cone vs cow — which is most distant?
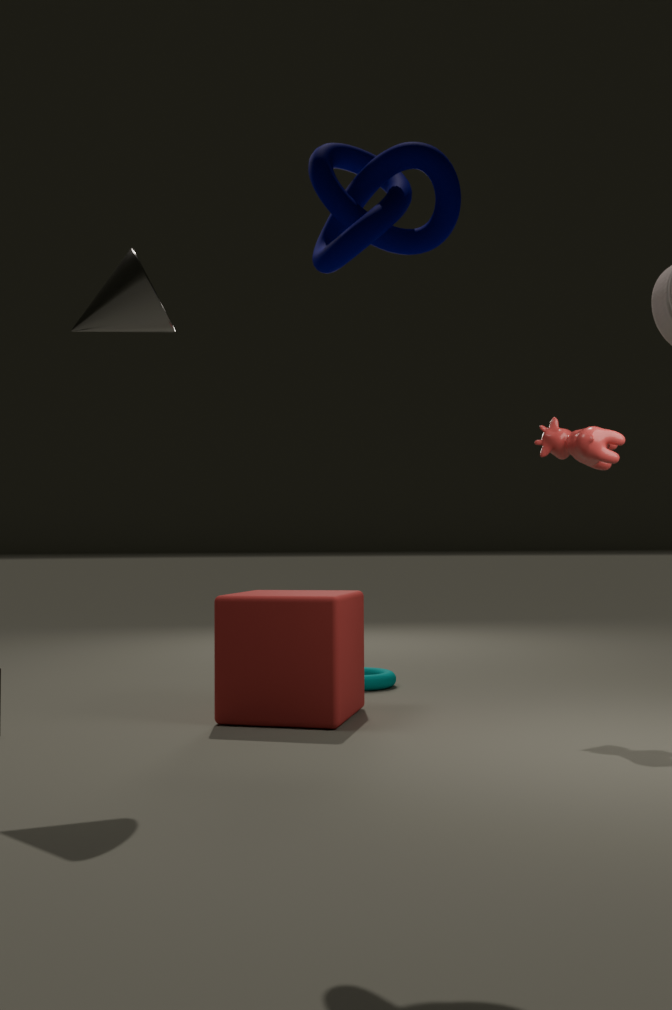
cow
